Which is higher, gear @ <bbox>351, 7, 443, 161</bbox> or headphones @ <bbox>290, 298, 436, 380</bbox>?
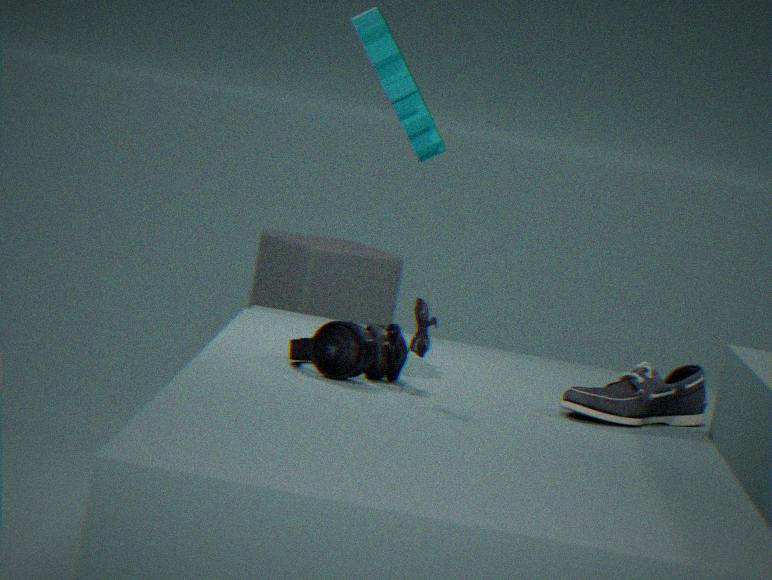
gear @ <bbox>351, 7, 443, 161</bbox>
